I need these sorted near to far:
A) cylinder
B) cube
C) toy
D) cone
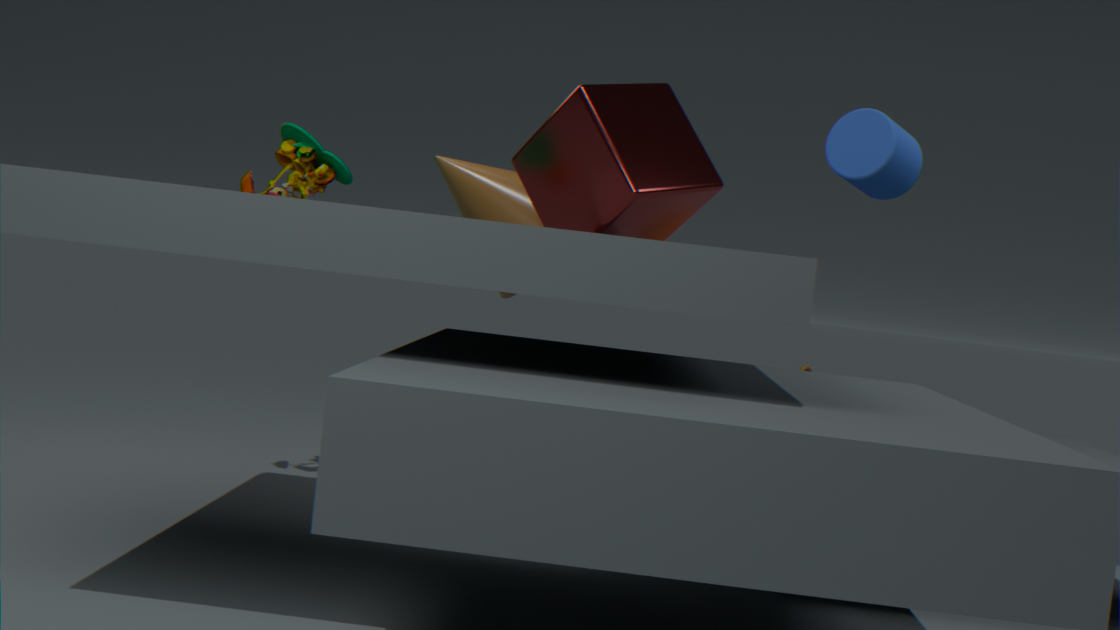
1. cylinder
2. cube
3. toy
4. cone
